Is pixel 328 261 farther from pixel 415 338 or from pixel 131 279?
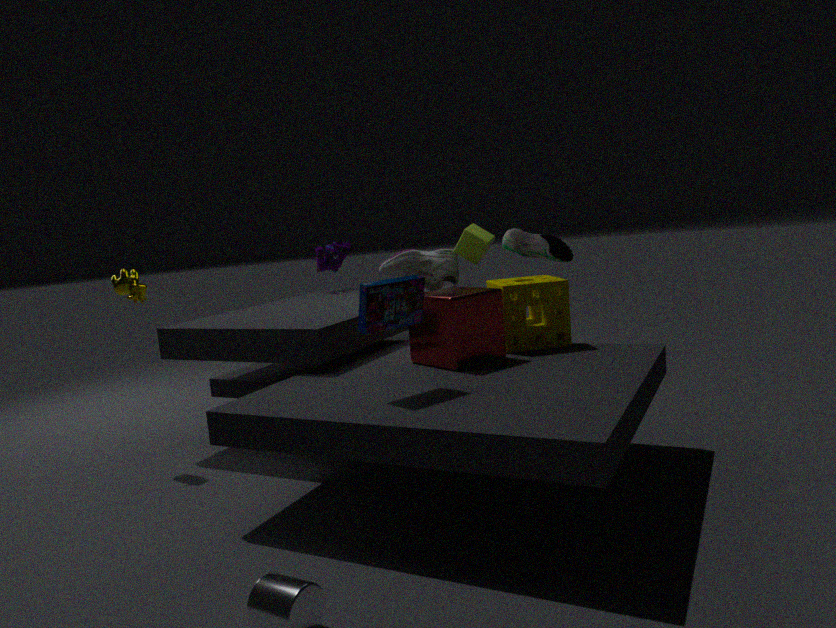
pixel 415 338
